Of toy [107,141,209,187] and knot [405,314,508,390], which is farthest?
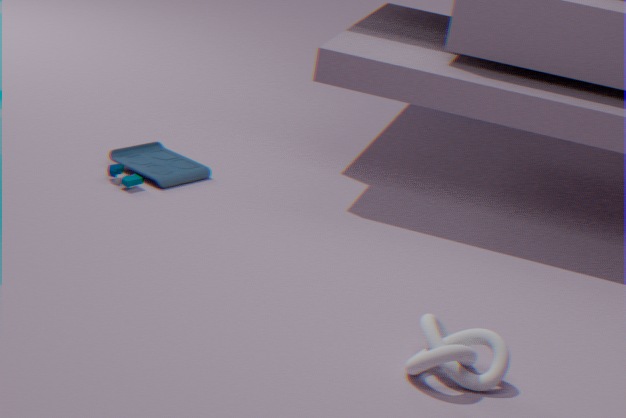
toy [107,141,209,187]
